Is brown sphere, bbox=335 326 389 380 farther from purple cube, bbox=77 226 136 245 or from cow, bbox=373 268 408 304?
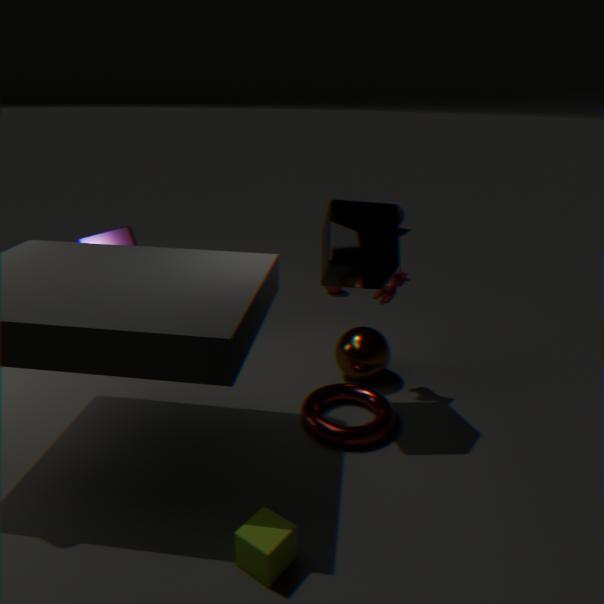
purple cube, bbox=77 226 136 245
